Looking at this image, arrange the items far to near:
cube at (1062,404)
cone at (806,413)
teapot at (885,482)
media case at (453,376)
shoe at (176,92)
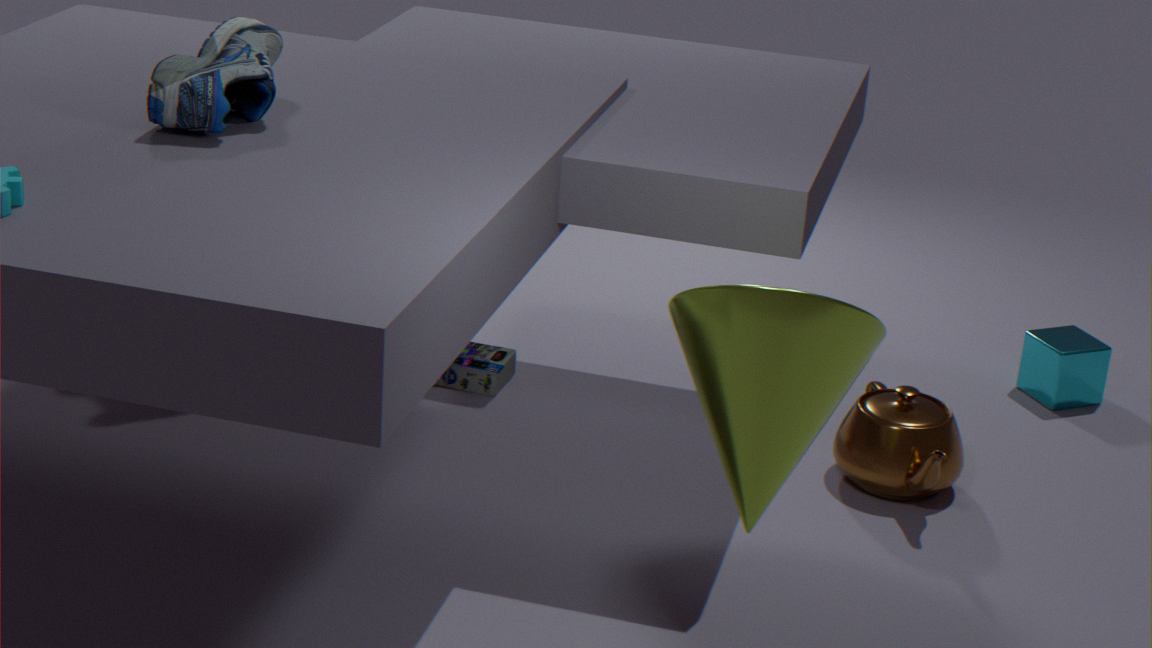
cube at (1062,404), media case at (453,376), teapot at (885,482), shoe at (176,92), cone at (806,413)
